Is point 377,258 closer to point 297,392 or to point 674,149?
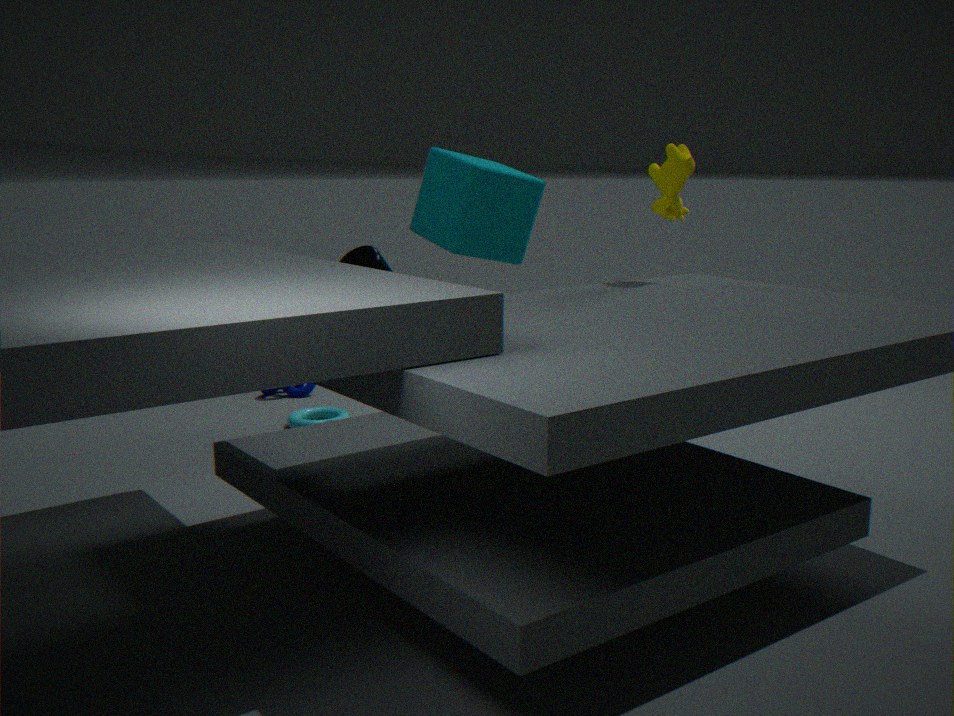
point 674,149
